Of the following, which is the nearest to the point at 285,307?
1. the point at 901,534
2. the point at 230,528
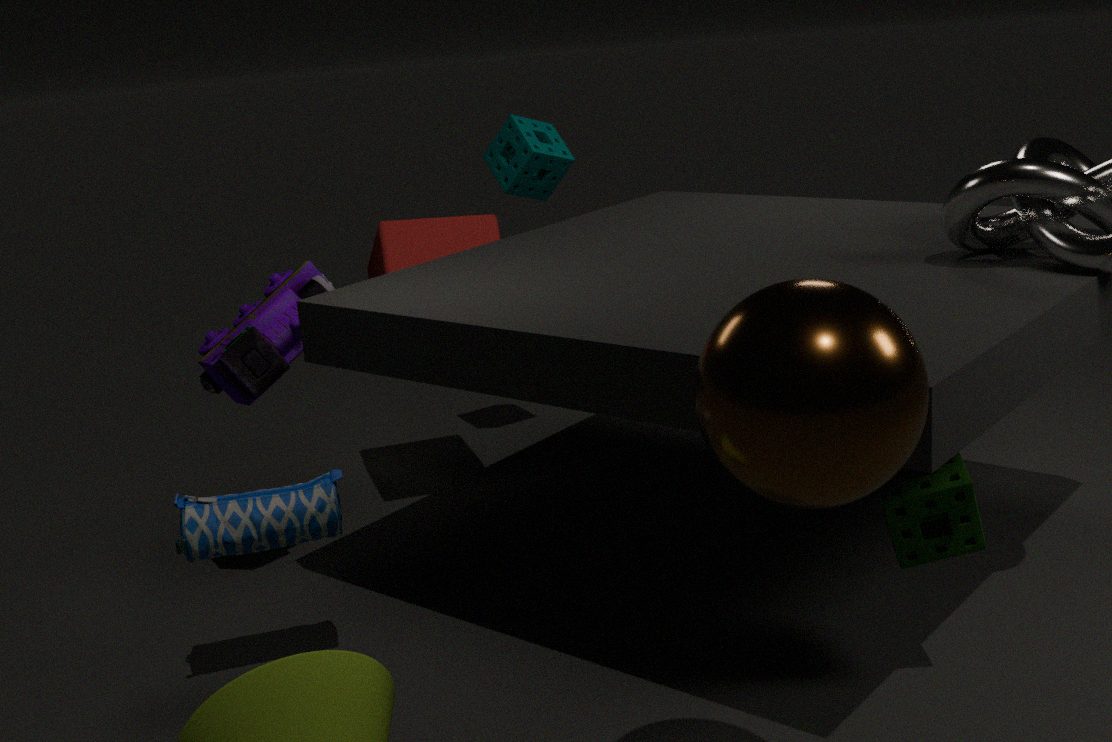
the point at 230,528
